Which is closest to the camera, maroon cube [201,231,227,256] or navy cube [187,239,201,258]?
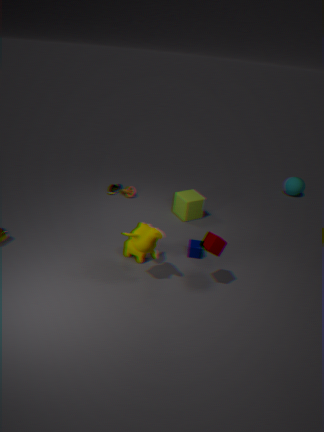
maroon cube [201,231,227,256]
